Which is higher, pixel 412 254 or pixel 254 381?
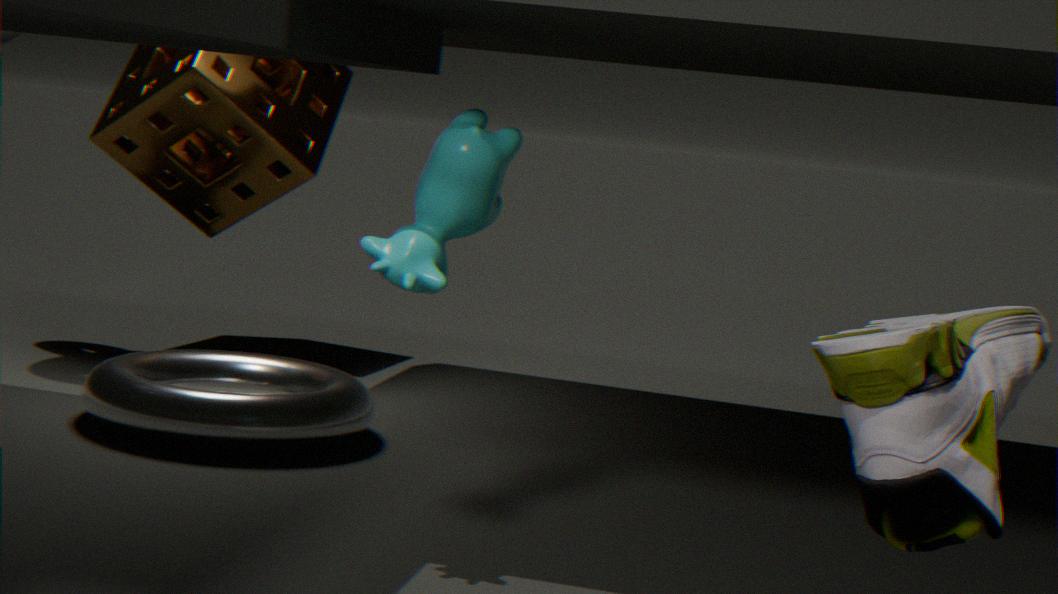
pixel 412 254
